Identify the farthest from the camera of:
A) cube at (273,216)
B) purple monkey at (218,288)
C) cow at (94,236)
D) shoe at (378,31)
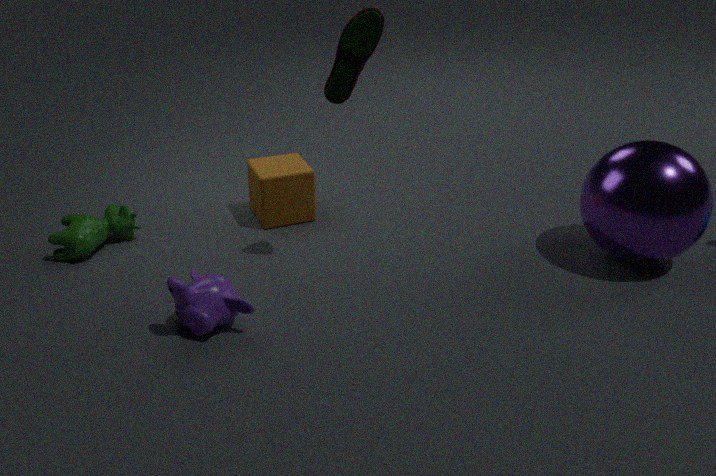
cube at (273,216)
